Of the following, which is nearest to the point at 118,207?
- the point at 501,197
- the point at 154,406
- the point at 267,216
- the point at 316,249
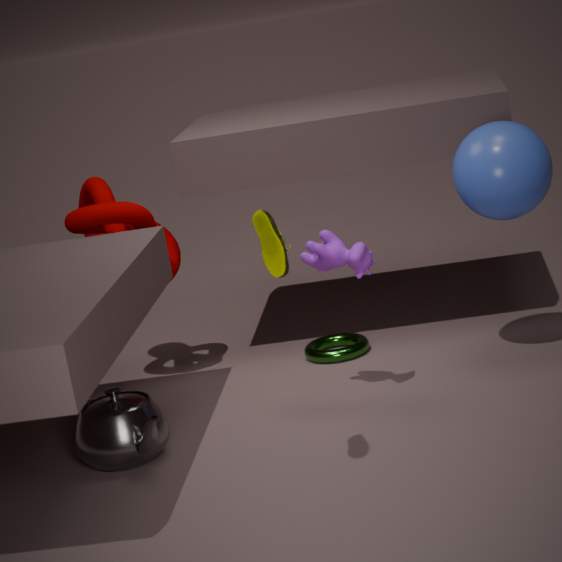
the point at 154,406
